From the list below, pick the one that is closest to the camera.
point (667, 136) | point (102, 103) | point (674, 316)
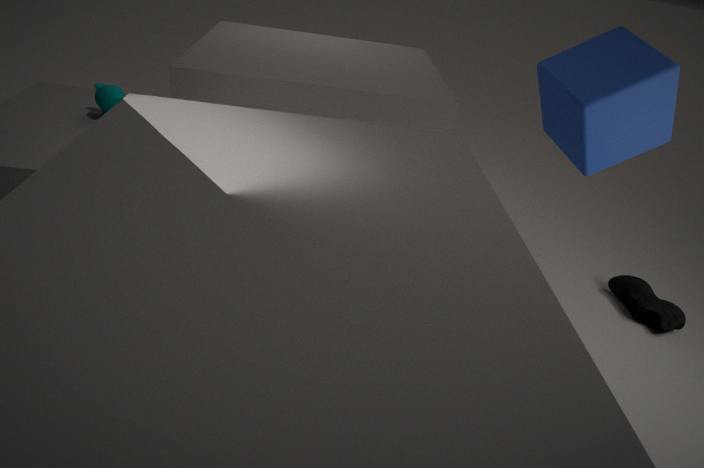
point (667, 136)
